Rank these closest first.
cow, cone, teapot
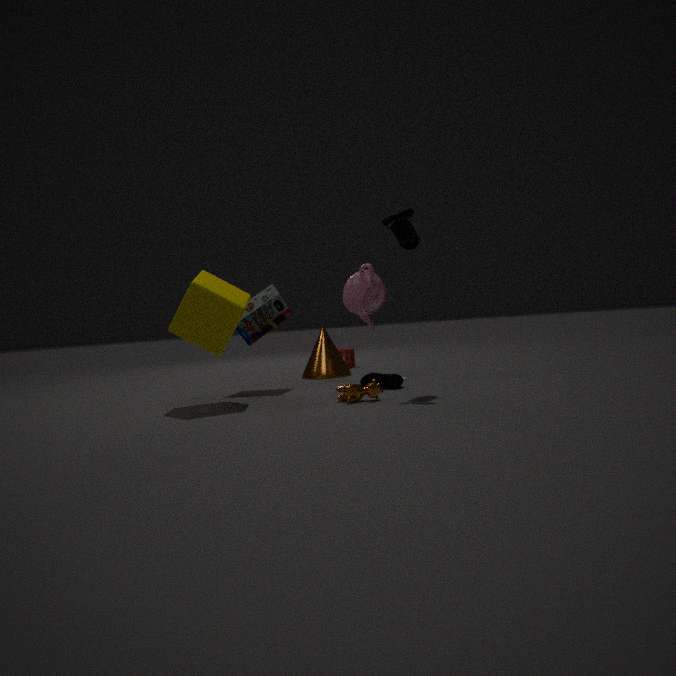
cow
teapot
cone
